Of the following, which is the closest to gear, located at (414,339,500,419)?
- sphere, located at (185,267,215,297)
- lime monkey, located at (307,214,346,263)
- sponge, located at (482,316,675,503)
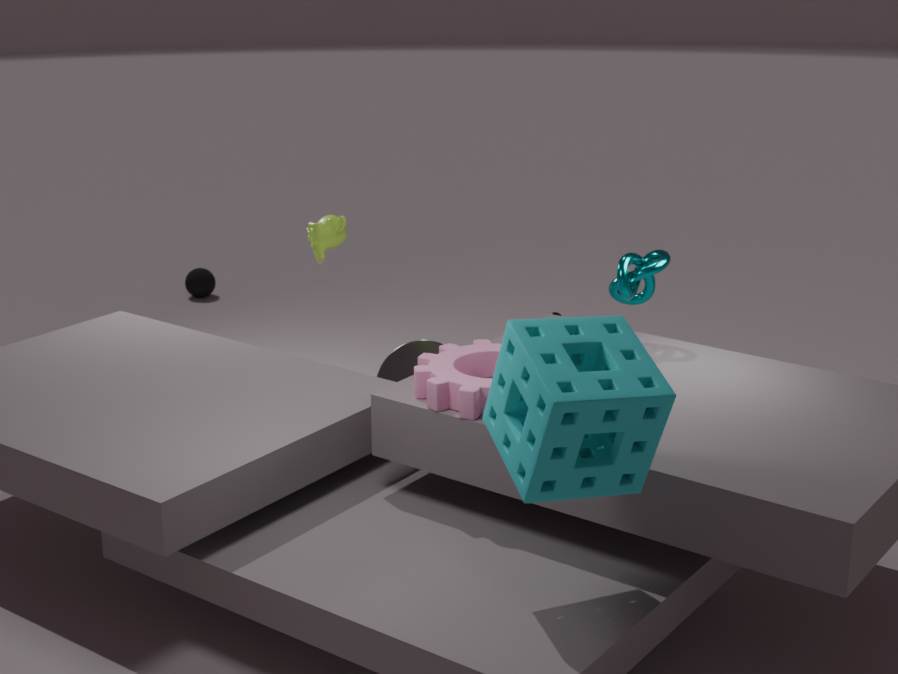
sponge, located at (482,316,675,503)
